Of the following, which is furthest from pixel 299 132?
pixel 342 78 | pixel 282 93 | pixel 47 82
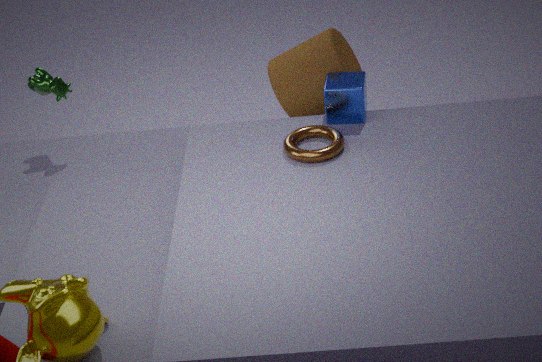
pixel 47 82
